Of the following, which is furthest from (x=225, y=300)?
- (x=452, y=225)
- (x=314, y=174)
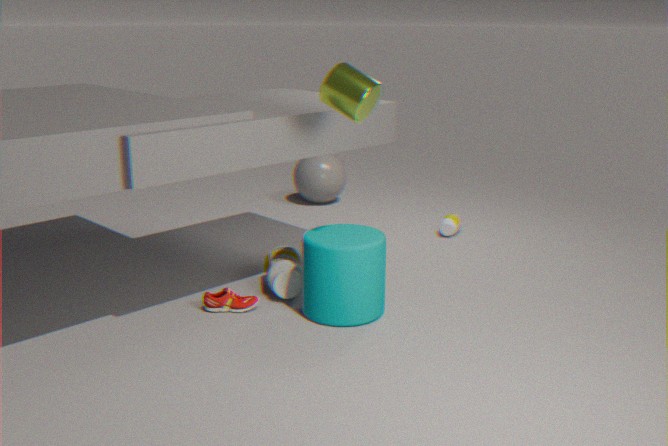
(x=314, y=174)
